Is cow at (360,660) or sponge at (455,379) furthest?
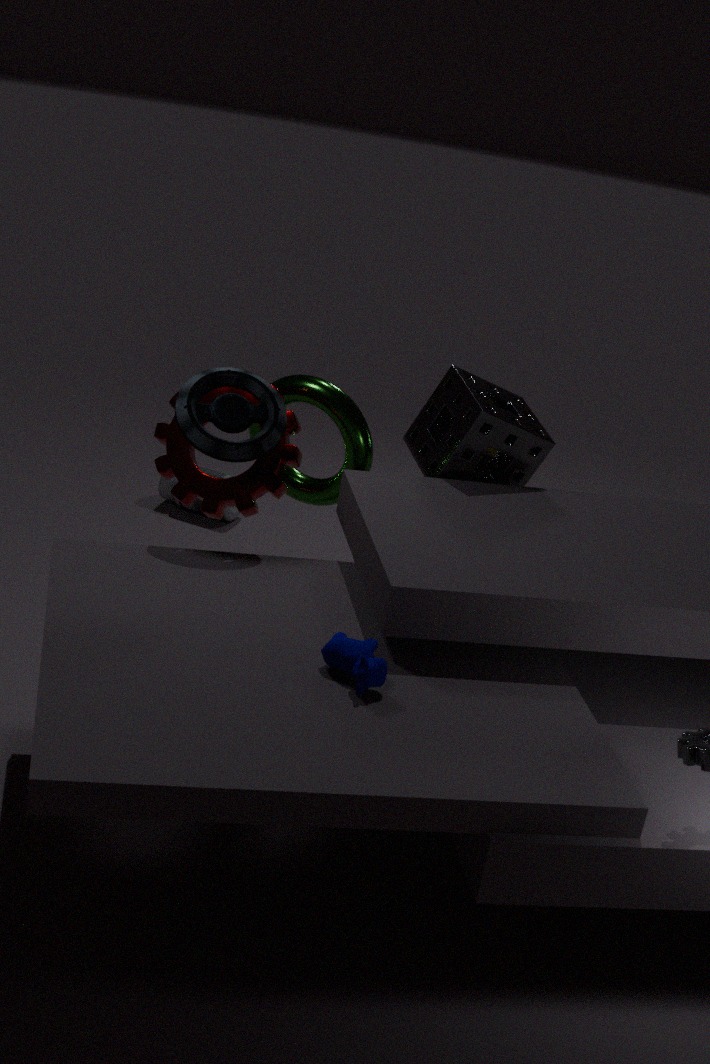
sponge at (455,379)
